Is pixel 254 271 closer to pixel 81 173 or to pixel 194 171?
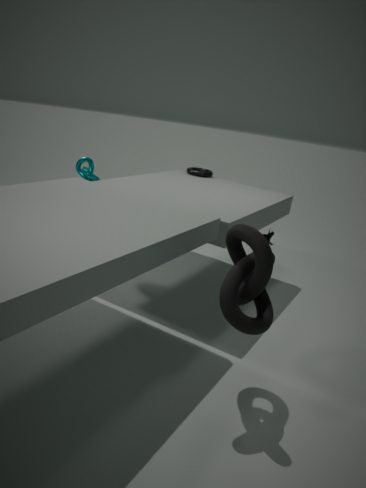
pixel 81 173
